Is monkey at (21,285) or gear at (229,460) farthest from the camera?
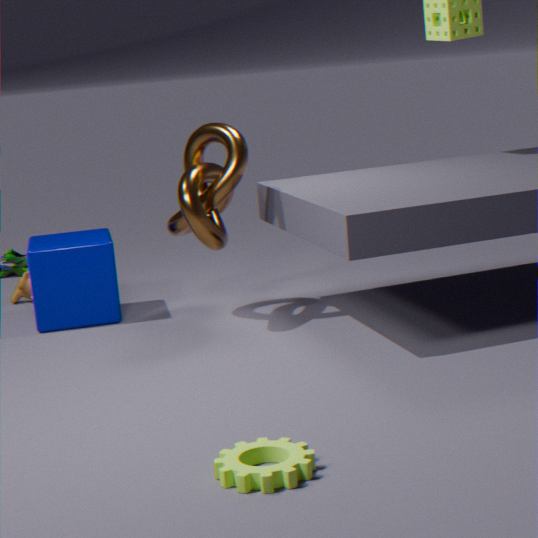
monkey at (21,285)
